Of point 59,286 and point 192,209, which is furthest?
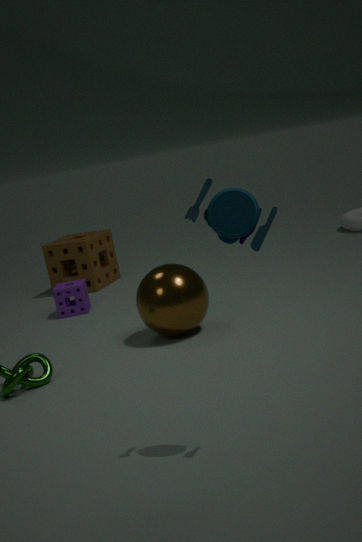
point 59,286
